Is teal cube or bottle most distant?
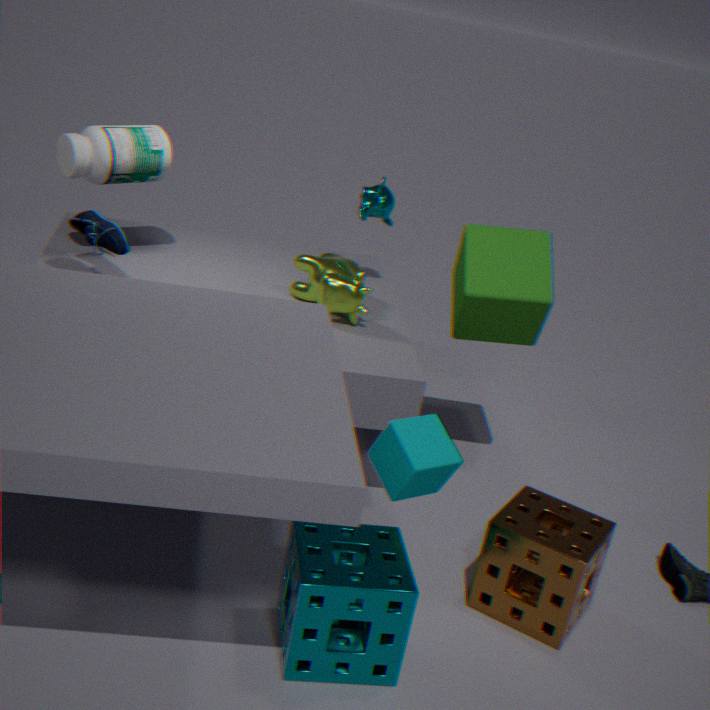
bottle
